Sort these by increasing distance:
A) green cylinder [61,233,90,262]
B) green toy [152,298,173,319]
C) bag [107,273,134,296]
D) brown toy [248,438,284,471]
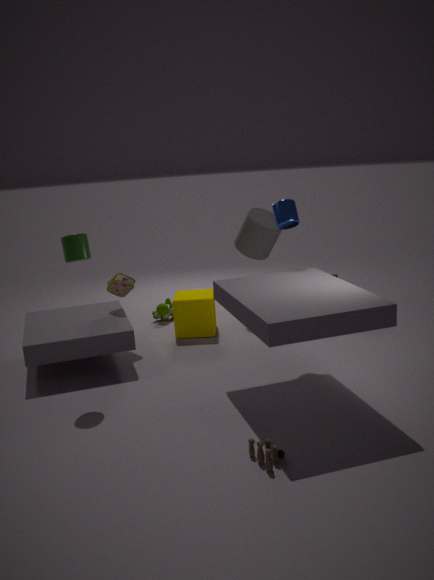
brown toy [248,438,284,471]
green cylinder [61,233,90,262]
bag [107,273,134,296]
green toy [152,298,173,319]
